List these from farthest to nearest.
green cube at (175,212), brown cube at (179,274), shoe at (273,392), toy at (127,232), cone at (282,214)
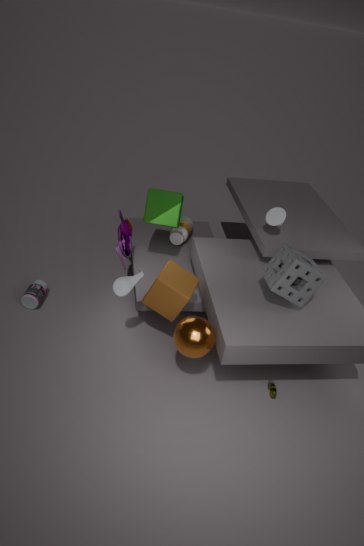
green cube at (175,212)
cone at (282,214)
toy at (127,232)
shoe at (273,392)
brown cube at (179,274)
